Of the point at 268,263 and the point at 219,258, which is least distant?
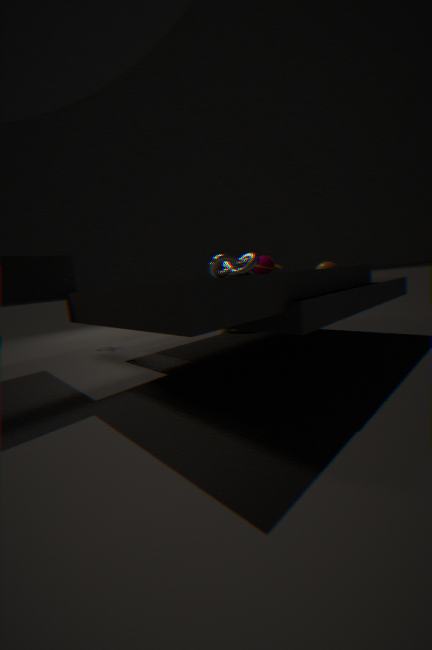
the point at 219,258
